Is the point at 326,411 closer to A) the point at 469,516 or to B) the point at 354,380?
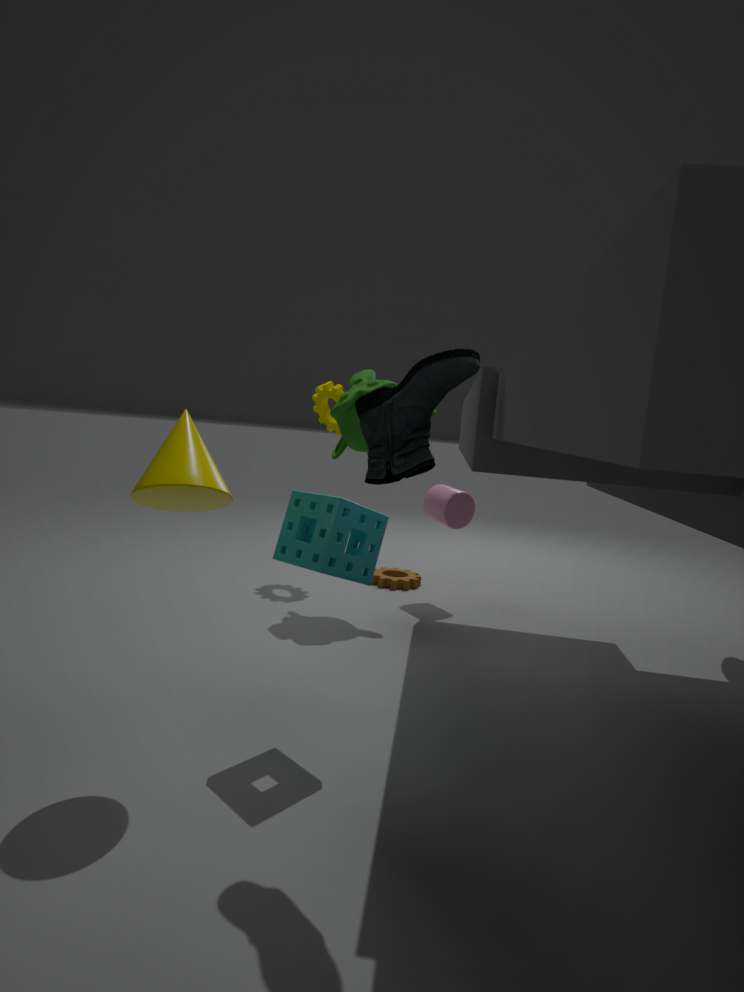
B) the point at 354,380
